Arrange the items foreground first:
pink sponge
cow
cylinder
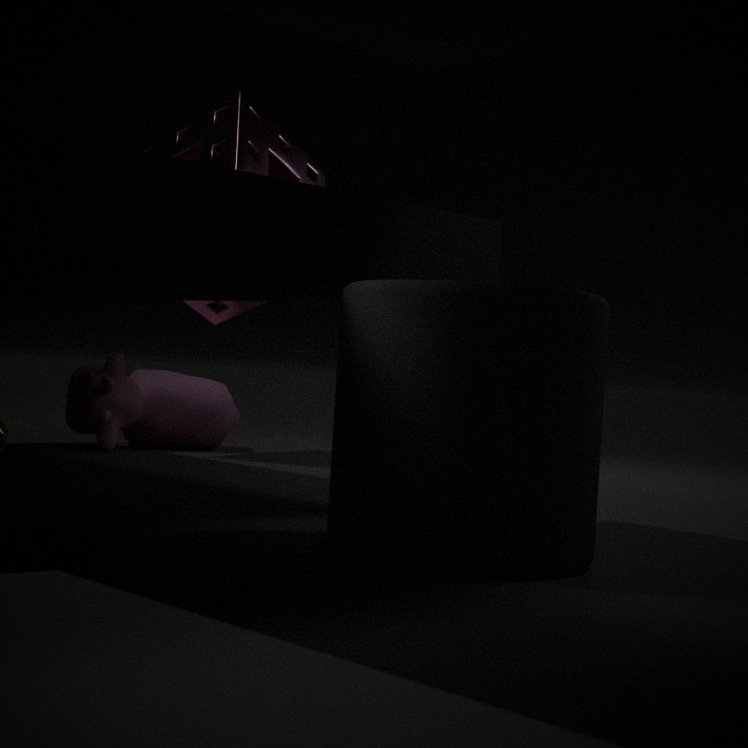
cylinder, pink sponge, cow
